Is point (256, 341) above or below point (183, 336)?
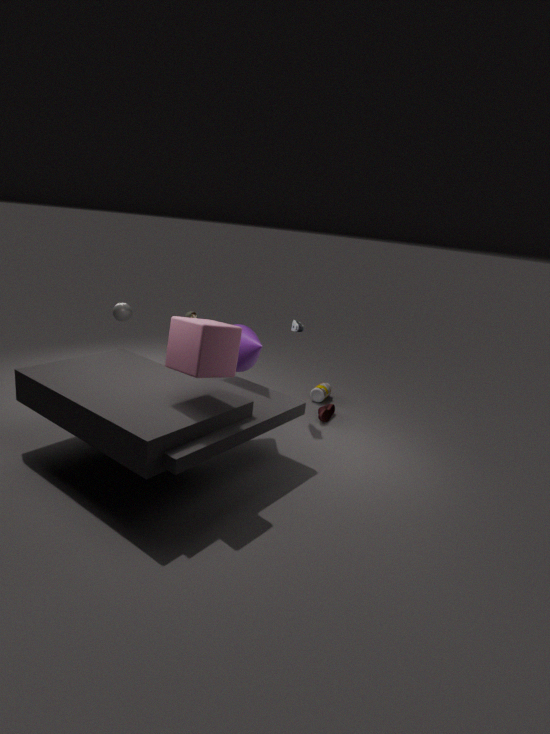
below
